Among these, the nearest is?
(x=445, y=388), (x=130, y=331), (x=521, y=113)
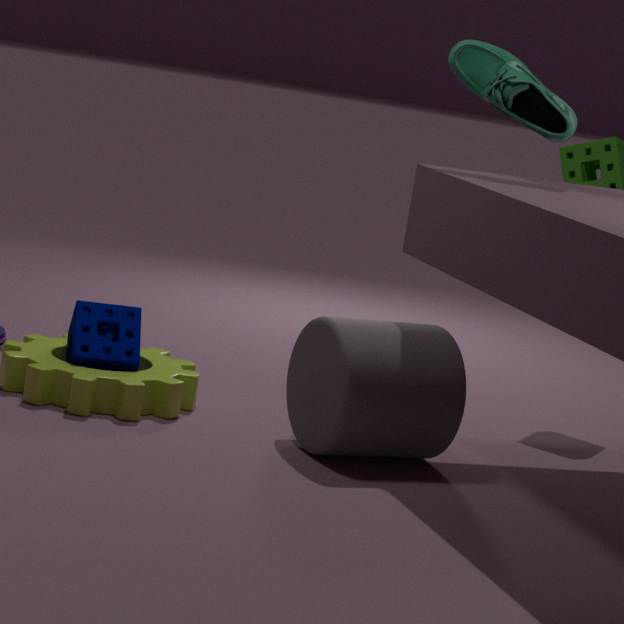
(x=445, y=388)
